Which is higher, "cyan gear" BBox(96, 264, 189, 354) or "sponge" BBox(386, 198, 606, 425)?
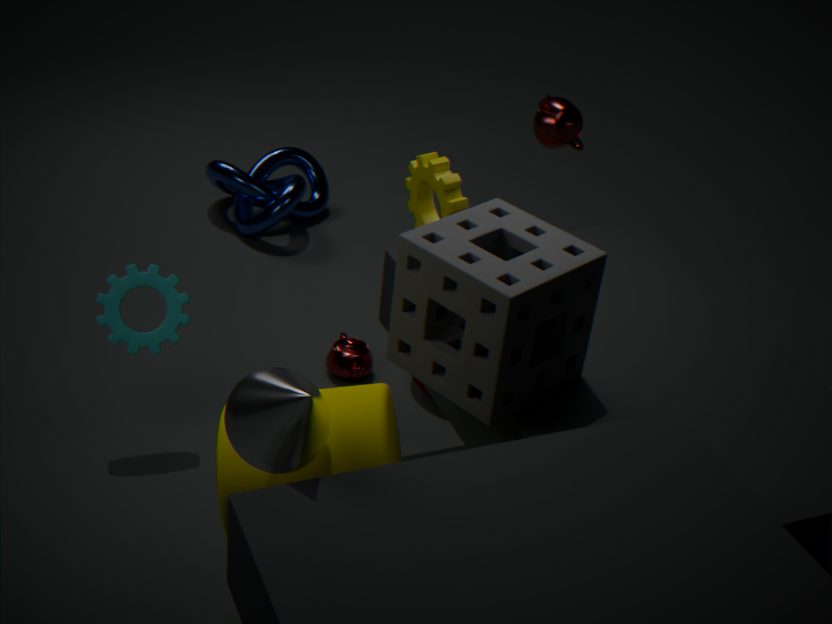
"sponge" BBox(386, 198, 606, 425)
